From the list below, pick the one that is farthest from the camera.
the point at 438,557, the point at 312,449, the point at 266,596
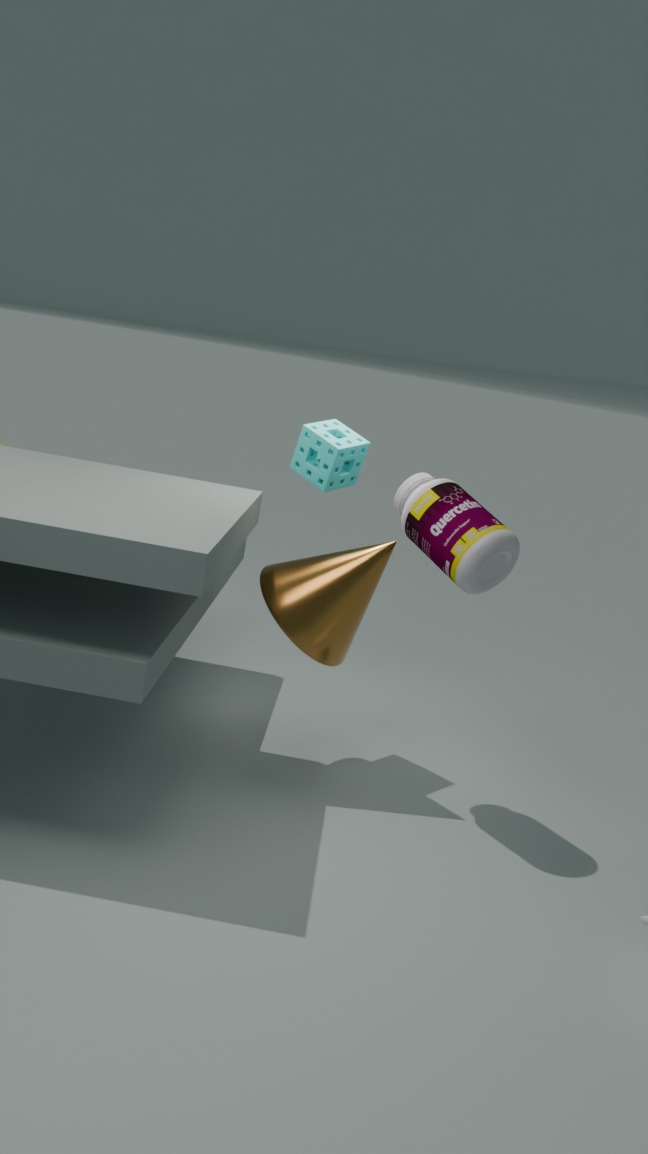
the point at 312,449
